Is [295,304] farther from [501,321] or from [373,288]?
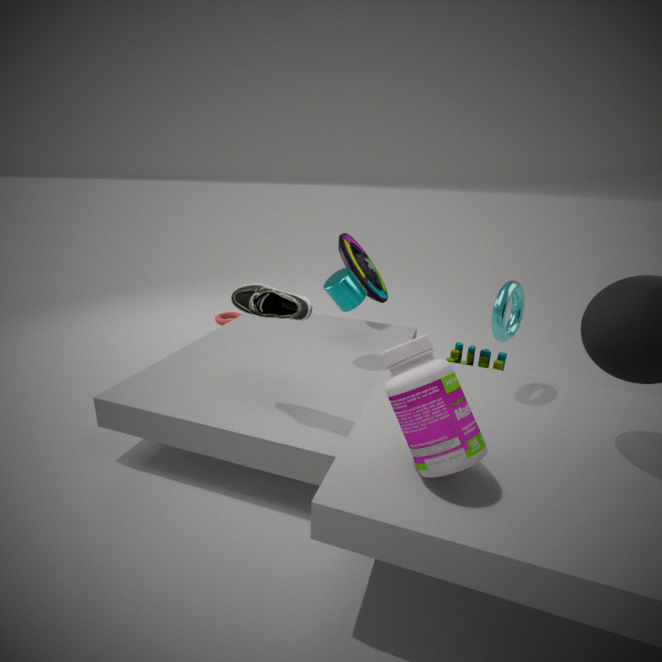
[373,288]
